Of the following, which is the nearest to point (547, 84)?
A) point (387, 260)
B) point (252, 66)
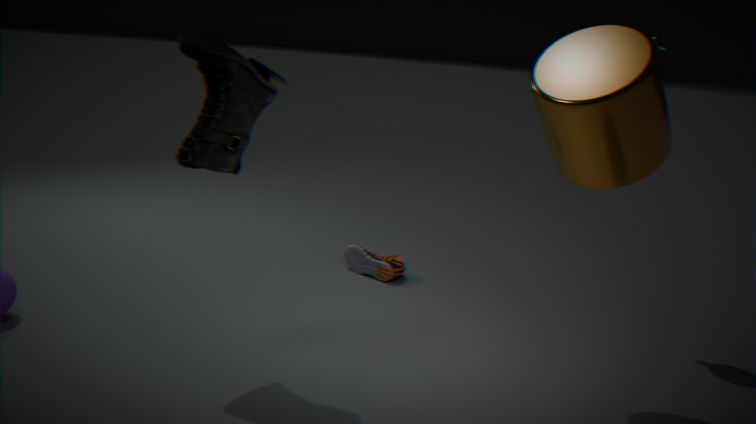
point (252, 66)
